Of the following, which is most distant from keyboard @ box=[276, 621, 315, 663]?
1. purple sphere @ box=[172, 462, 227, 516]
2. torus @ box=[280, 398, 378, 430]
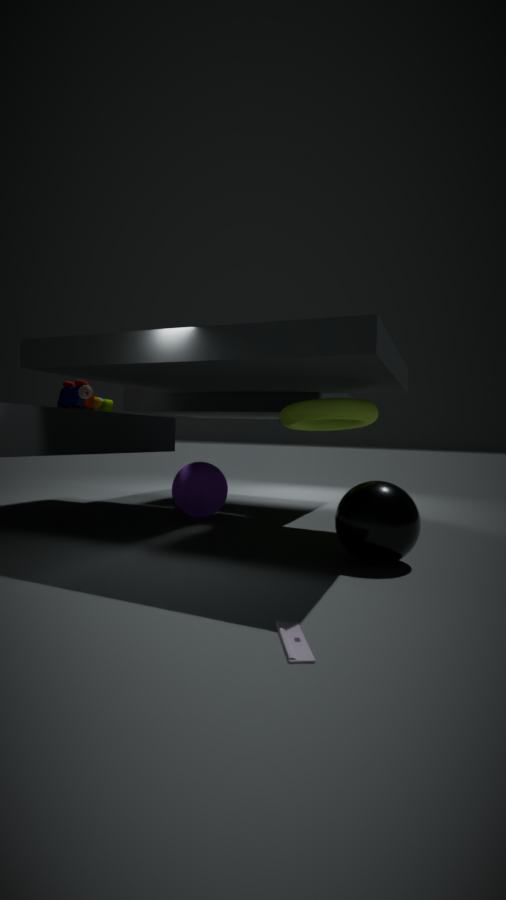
purple sphere @ box=[172, 462, 227, 516]
